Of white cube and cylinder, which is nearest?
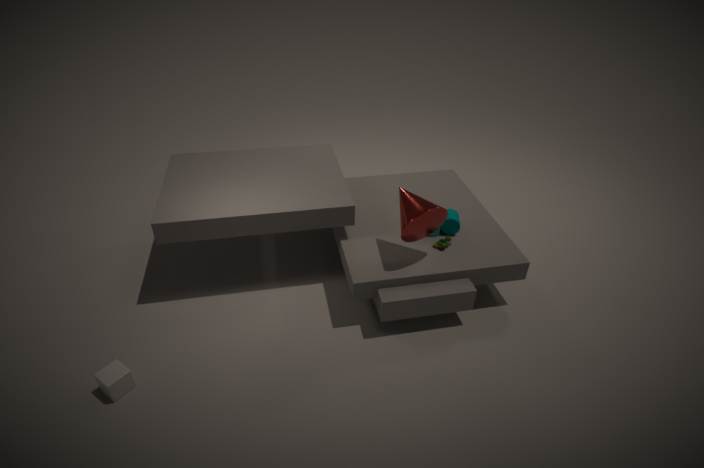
white cube
